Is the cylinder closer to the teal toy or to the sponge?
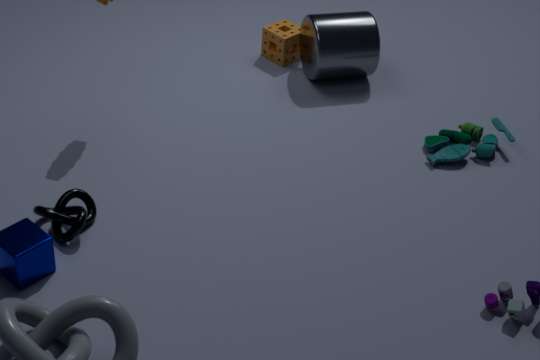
the sponge
